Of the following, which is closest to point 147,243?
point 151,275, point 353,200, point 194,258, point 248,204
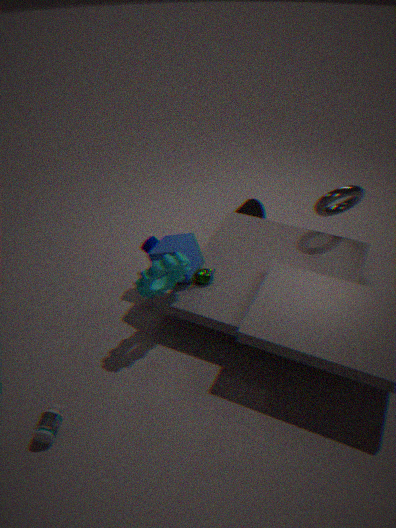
point 194,258
